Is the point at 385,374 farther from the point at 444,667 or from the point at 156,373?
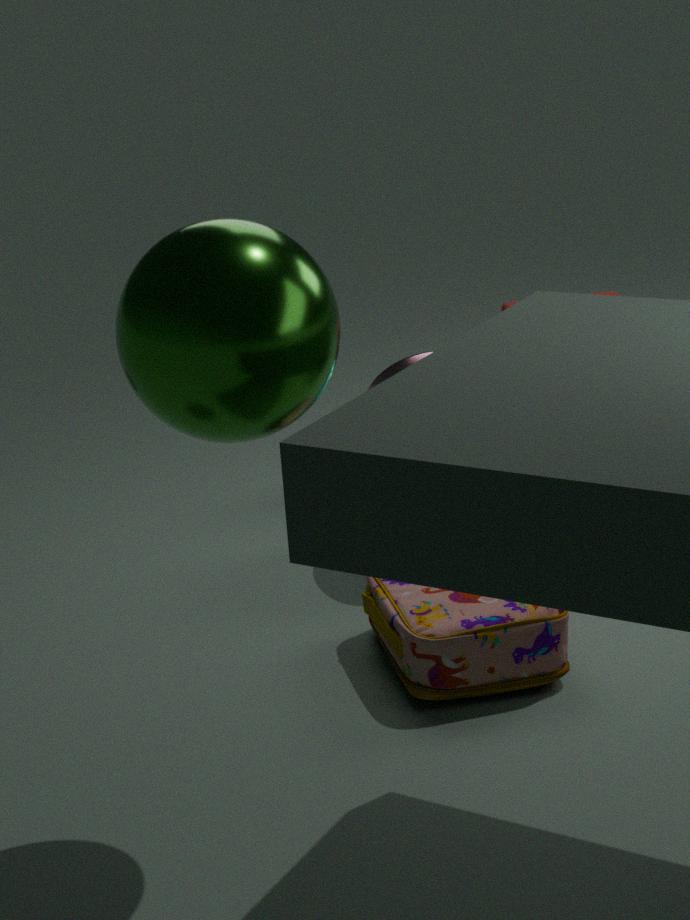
the point at 156,373
